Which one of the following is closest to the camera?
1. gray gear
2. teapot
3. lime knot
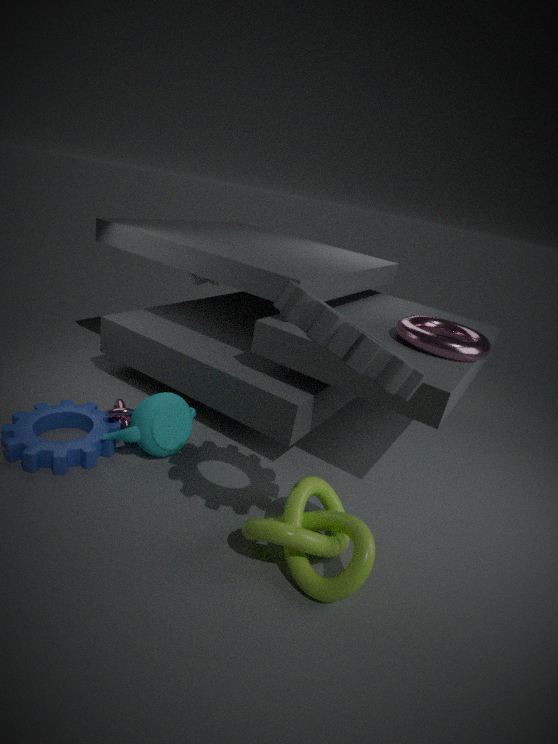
gray gear
